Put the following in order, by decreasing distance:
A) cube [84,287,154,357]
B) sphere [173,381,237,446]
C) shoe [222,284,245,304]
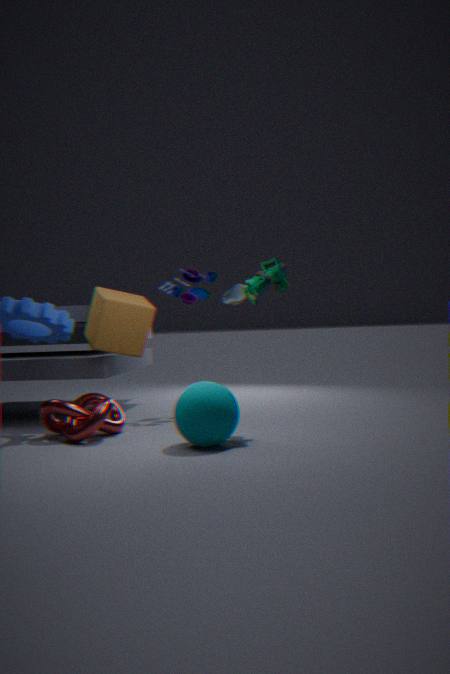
Result: shoe [222,284,245,304]
cube [84,287,154,357]
sphere [173,381,237,446]
